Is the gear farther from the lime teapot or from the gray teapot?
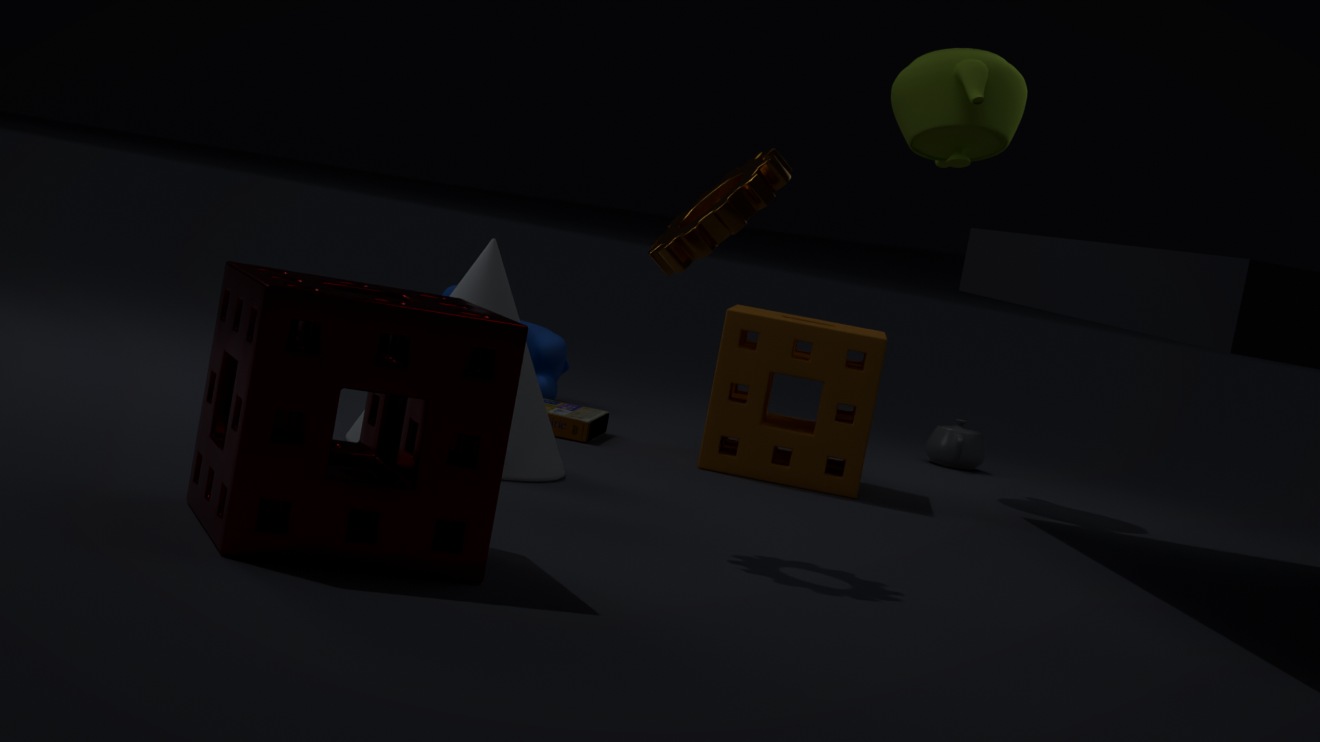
the gray teapot
